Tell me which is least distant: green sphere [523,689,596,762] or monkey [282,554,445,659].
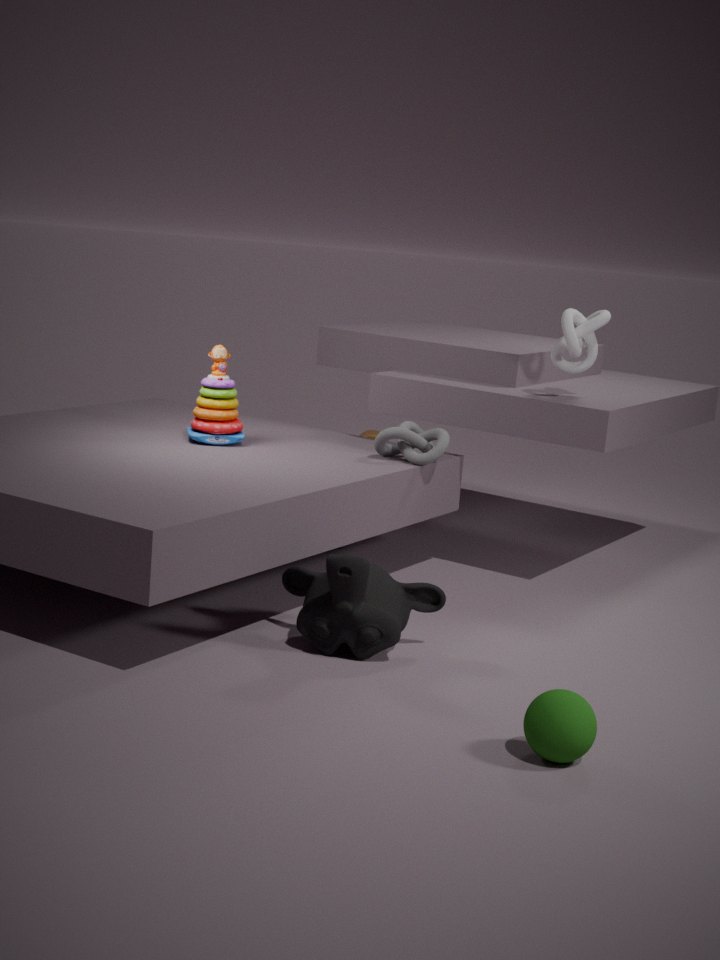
green sphere [523,689,596,762]
